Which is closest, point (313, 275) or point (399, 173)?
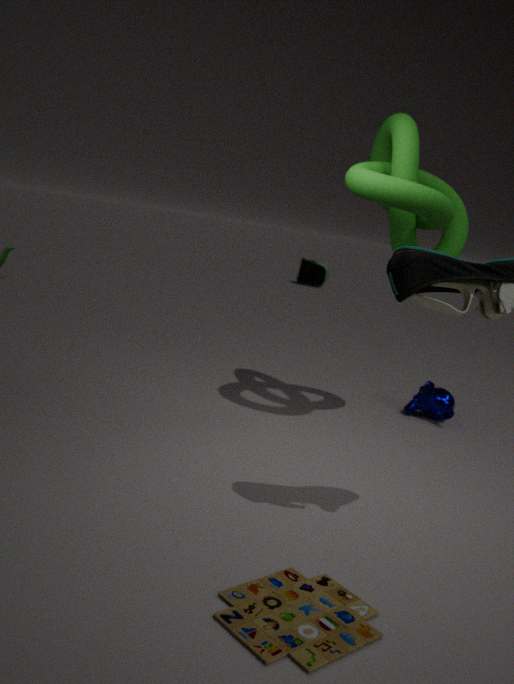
point (399, 173)
